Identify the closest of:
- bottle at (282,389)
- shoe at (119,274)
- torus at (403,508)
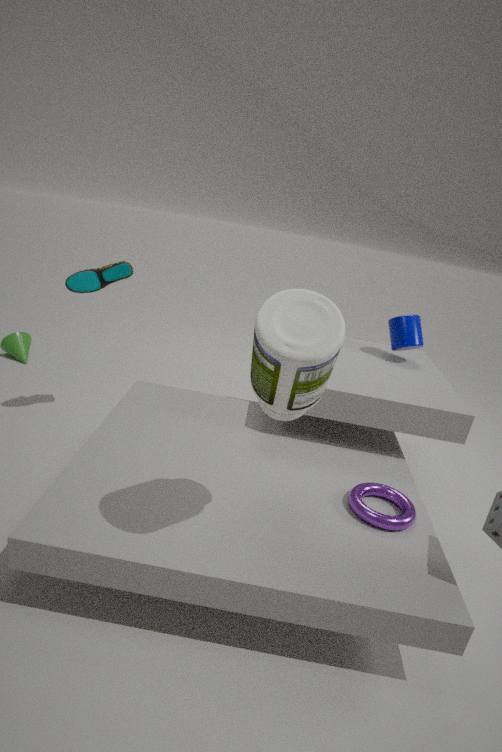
bottle at (282,389)
